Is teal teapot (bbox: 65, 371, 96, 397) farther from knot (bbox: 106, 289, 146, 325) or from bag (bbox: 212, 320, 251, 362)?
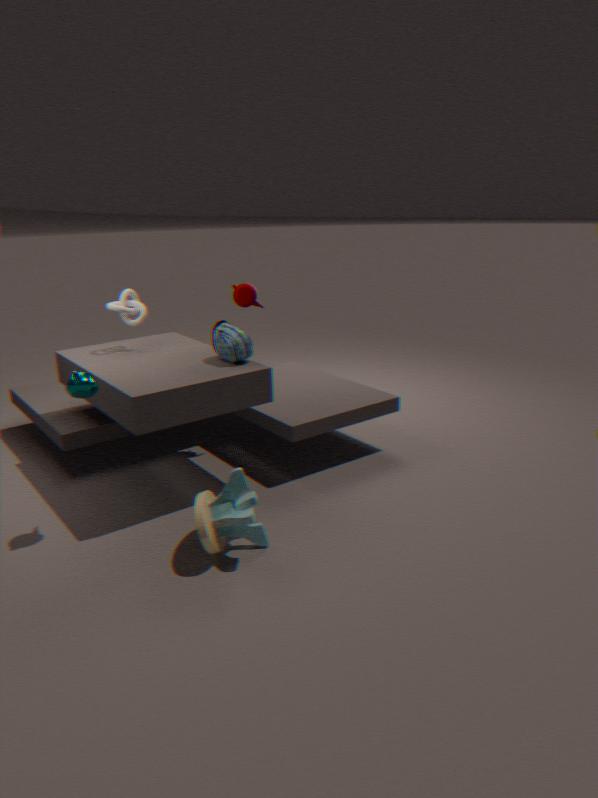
knot (bbox: 106, 289, 146, 325)
